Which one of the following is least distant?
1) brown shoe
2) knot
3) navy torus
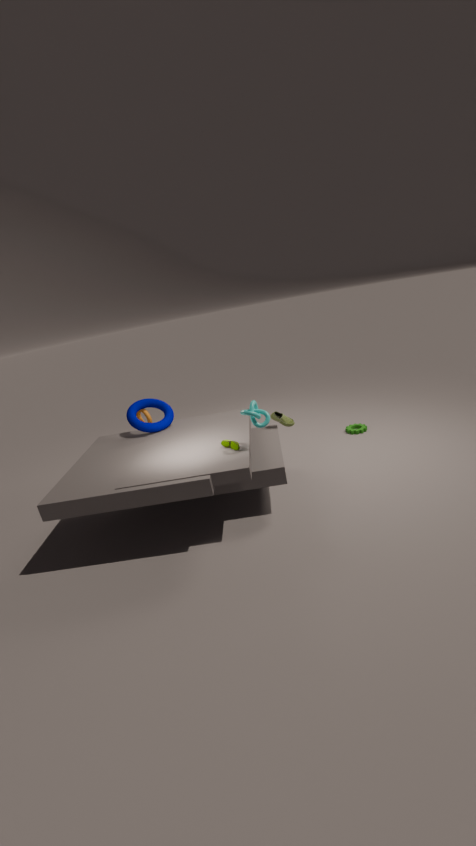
2. knot
